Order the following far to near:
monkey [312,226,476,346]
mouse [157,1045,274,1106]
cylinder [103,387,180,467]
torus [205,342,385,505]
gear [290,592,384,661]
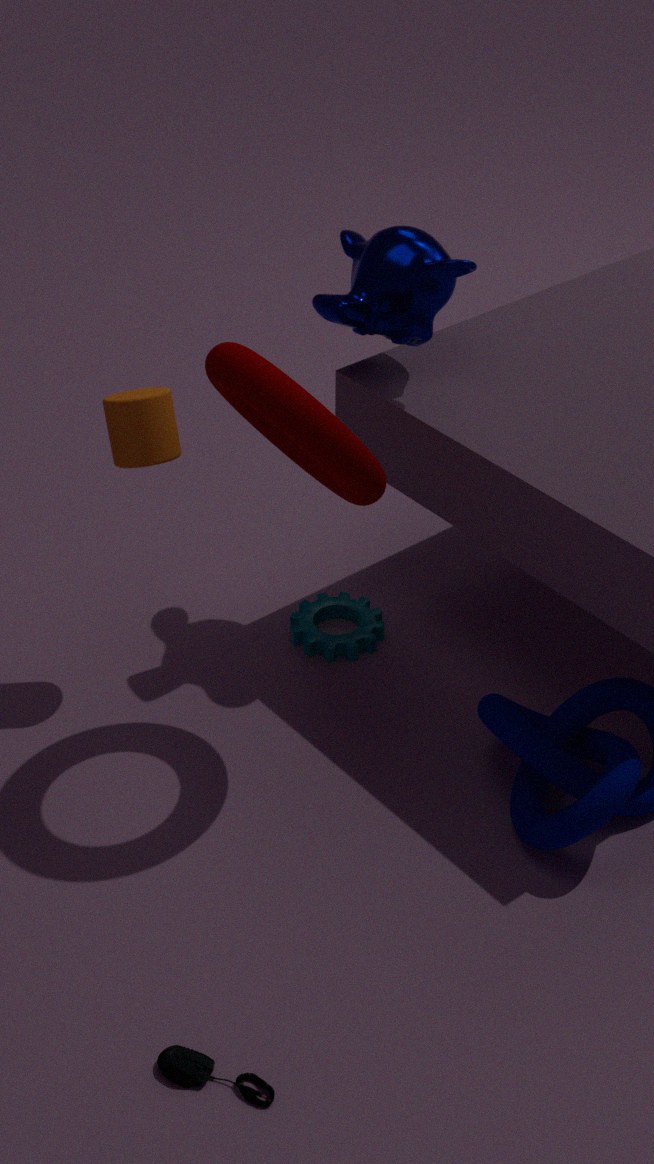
gear [290,592,384,661], monkey [312,226,476,346], cylinder [103,387,180,467], torus [205,342,385,505], mouse [157,1045,274,1106]
